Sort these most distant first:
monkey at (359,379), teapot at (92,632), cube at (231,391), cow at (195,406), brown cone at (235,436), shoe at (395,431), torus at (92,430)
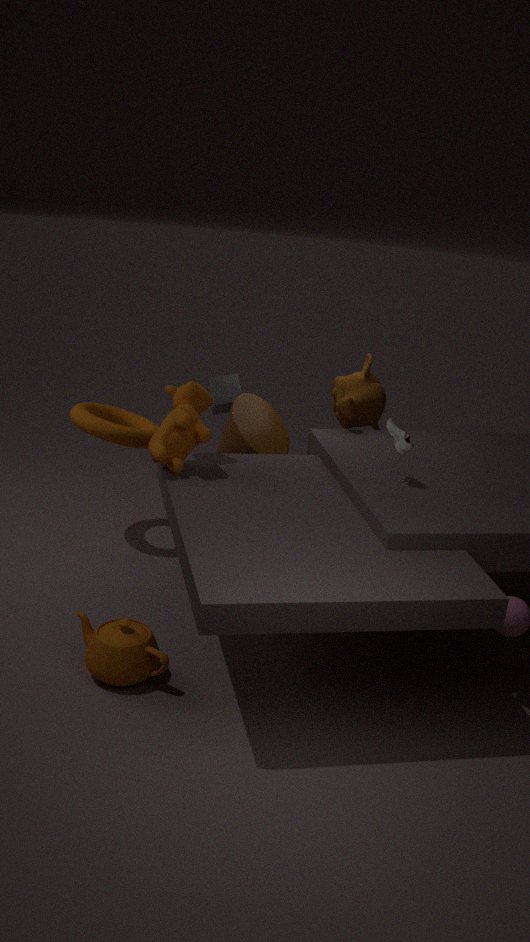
cube at (231,391)
monkey at (359,379)
torus at (92,430)
brown cone at (235,436)
cow at (195,406)
shoe at (395,431)
teapot at (92,632)
